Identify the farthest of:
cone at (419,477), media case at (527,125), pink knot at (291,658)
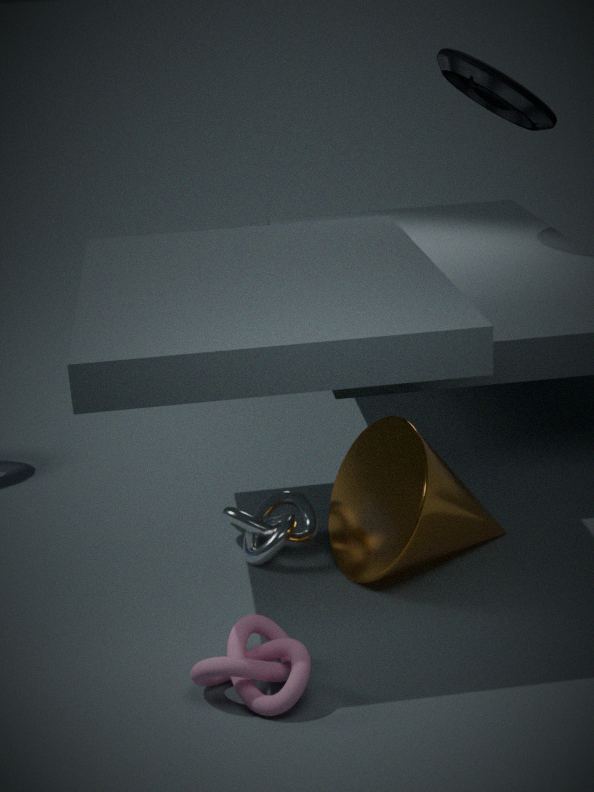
media case at (527,125)
